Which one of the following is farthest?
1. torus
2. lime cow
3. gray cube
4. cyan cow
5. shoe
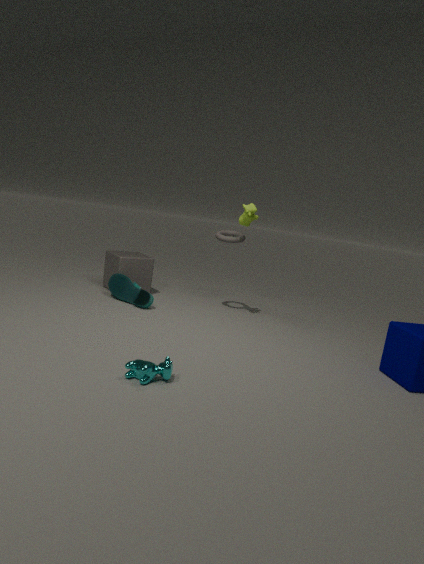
gray cube
